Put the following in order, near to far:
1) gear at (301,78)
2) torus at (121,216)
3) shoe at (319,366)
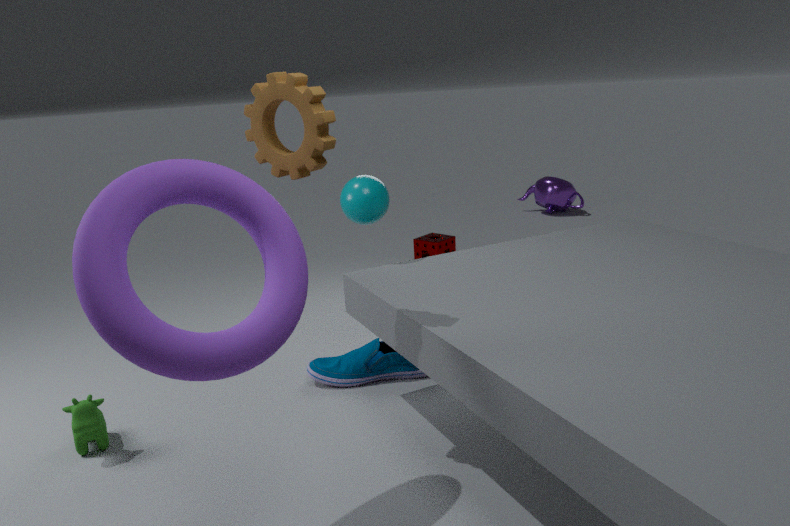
2. torus at (121,216)
1. gear at (301,78)
3. shoe at (319,366)
